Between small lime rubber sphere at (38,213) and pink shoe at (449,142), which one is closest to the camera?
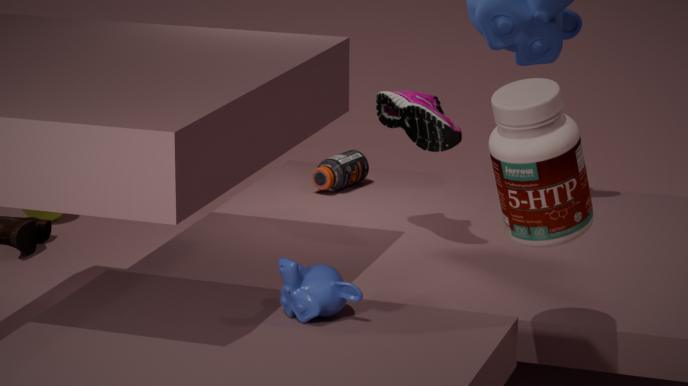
pink shoe at (449,142)
